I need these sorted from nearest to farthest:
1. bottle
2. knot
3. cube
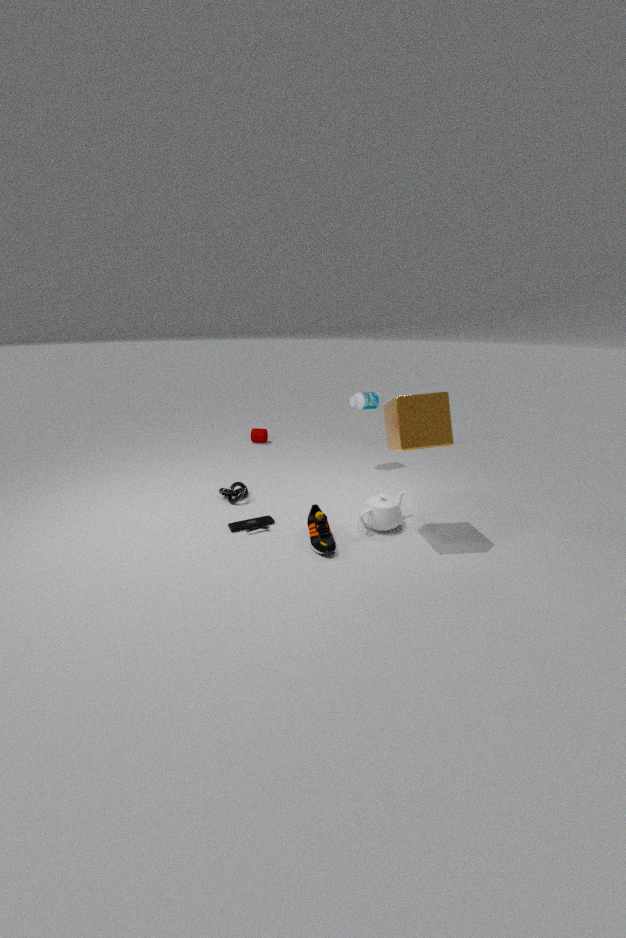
cube → knot → bottle
